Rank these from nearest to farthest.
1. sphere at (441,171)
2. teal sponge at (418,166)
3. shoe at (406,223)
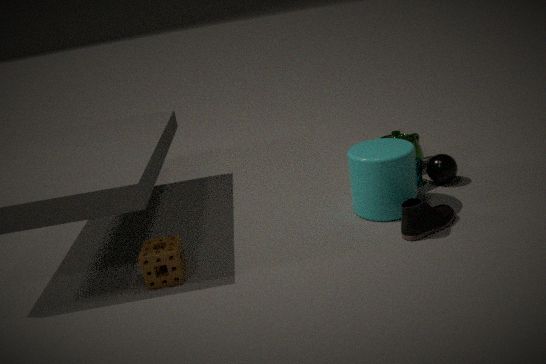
shoe at (406,223)
sphere at (441,171)
teal sponge at (418,166)
